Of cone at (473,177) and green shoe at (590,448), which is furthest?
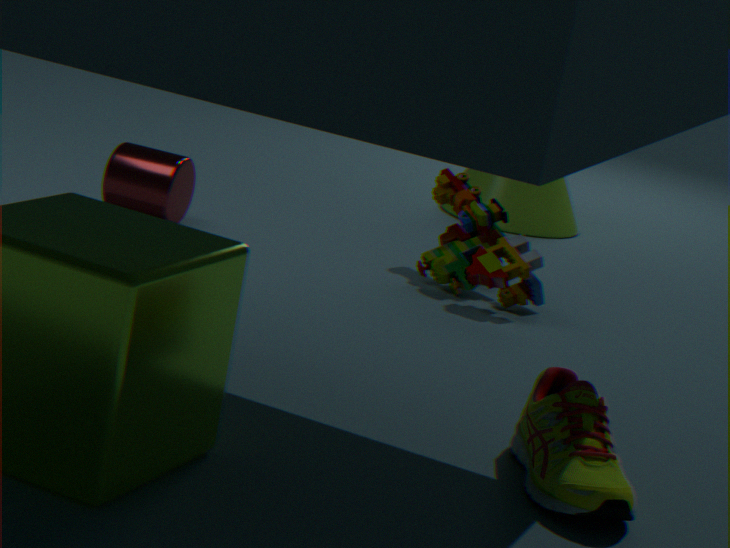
cone at (473,177)
